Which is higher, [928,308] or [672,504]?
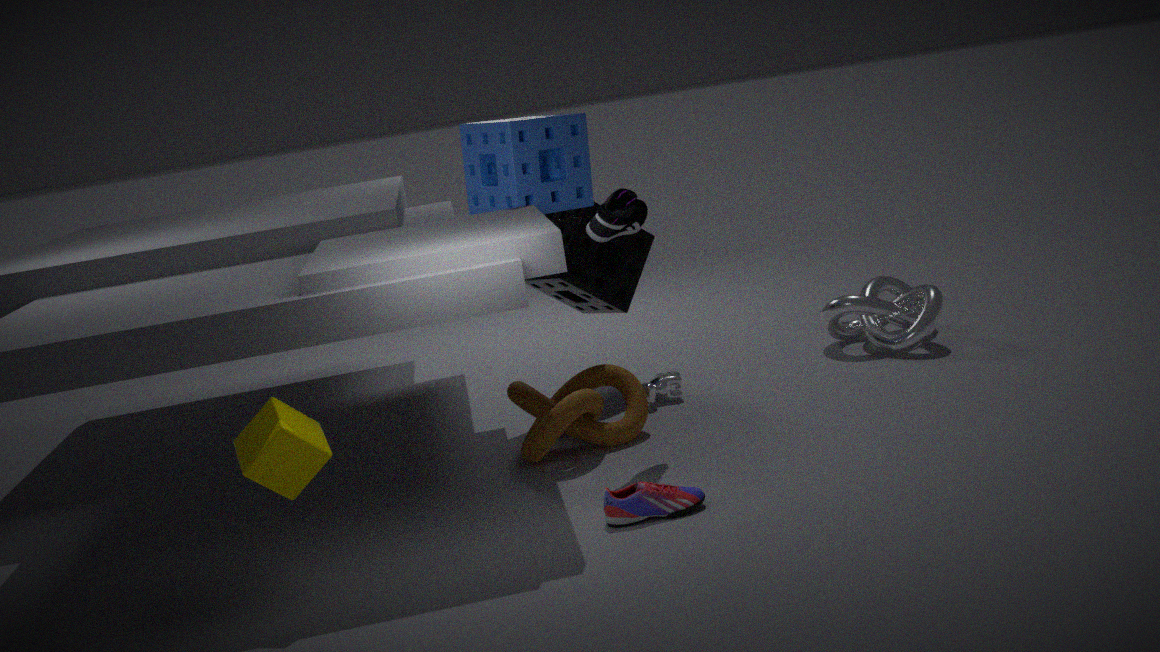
[928,308]
